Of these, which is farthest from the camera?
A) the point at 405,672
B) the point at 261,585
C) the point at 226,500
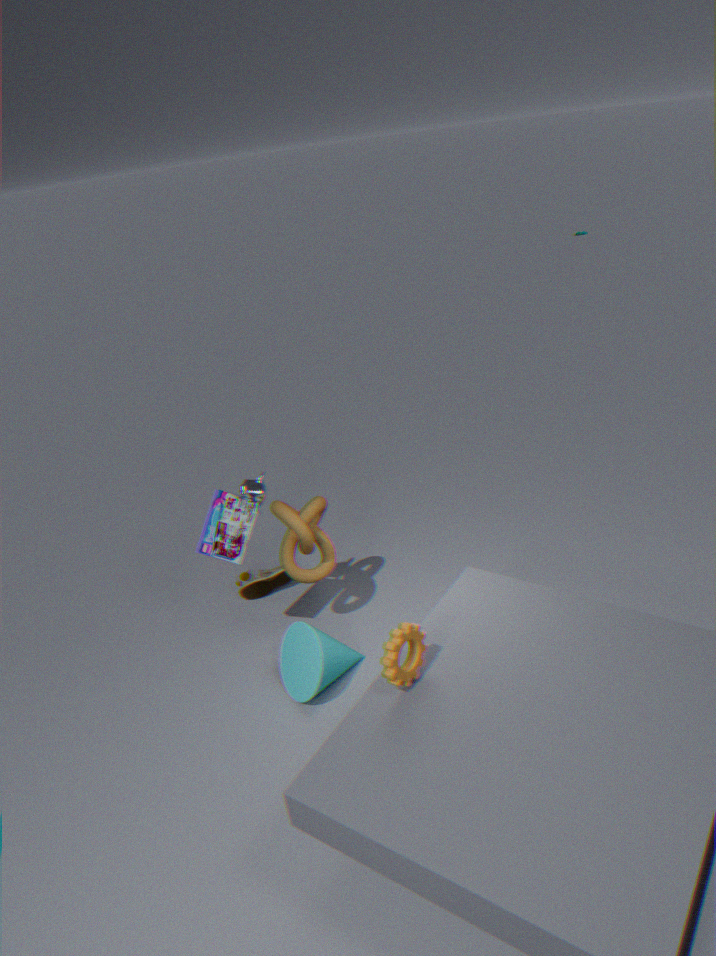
the point at 261,585
